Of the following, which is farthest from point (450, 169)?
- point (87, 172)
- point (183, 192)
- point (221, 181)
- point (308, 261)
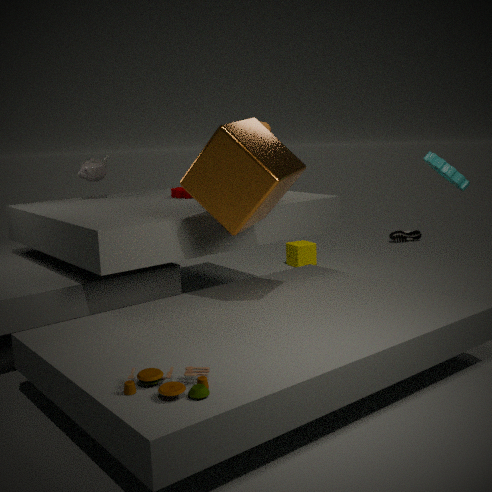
point (87, 172)
